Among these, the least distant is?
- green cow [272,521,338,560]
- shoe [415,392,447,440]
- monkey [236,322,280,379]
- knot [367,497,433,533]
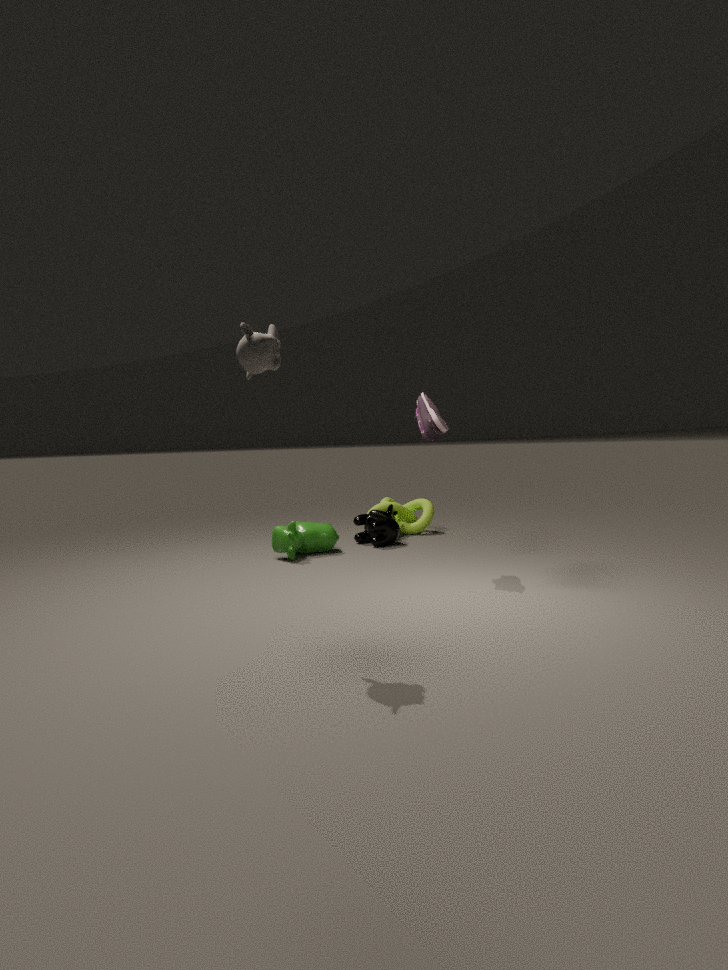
monkey [236,322,280,379]
